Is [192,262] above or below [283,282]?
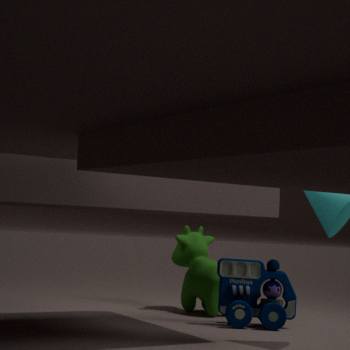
above
